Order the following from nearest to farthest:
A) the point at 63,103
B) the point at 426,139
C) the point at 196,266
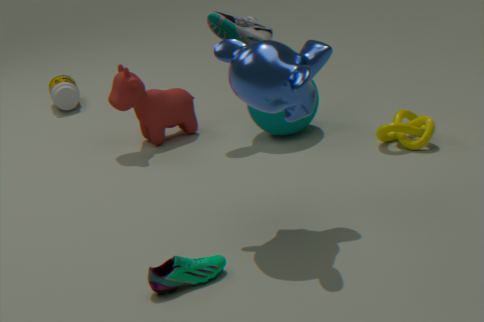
the point at 196,266, the point at 426,139, the point at 63,103
